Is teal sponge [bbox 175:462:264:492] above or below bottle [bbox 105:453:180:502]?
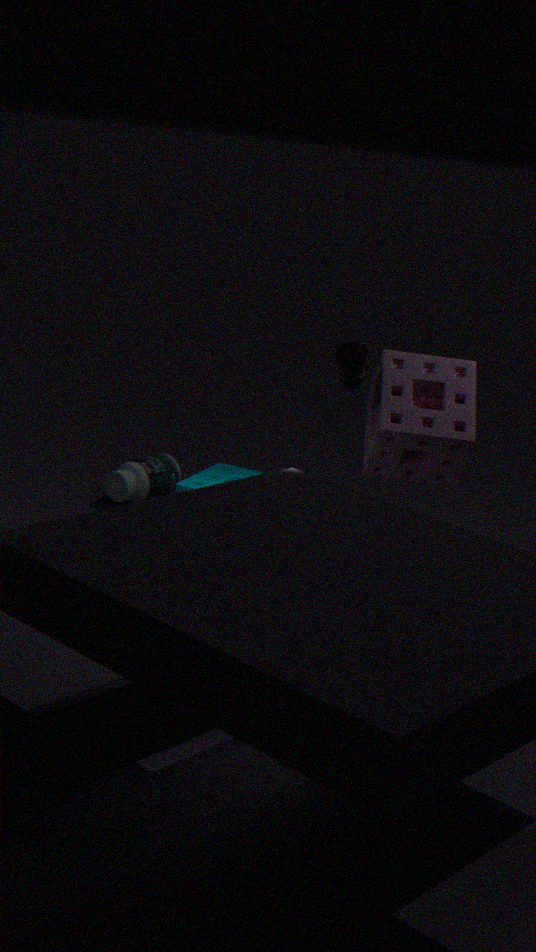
above
